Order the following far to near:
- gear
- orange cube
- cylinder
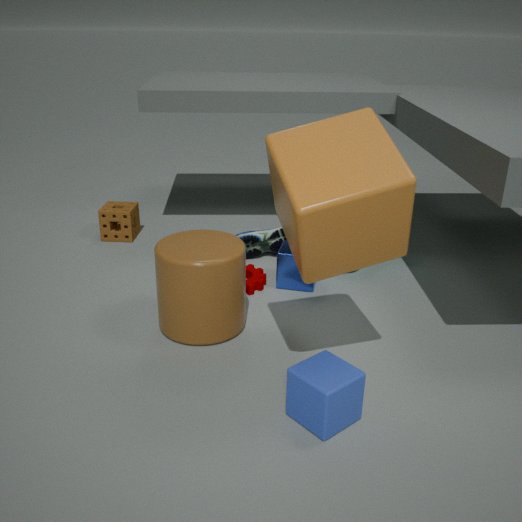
gear < cylinder < orange cube
